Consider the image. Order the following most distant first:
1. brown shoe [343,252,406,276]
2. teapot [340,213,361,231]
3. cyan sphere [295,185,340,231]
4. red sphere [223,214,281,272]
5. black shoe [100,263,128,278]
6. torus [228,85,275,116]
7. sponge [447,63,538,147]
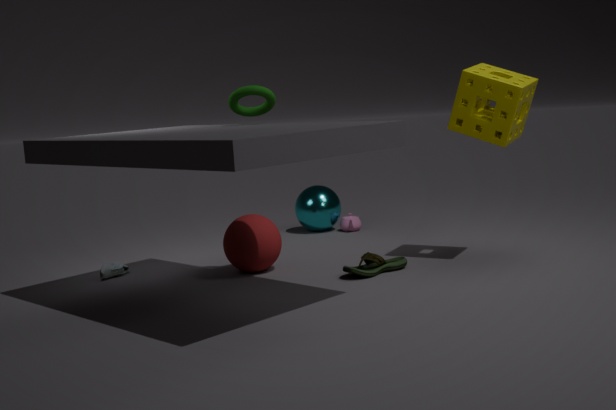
teapot [340,213,361,231]
cyan sphere [295,185,340,231]
black shoe [100,263,128,278]
red sphere [223,214,281,272]
brown shoe [343,252,406,276]
sponge [447,63,538,147]
torus [228,85,275,116]
